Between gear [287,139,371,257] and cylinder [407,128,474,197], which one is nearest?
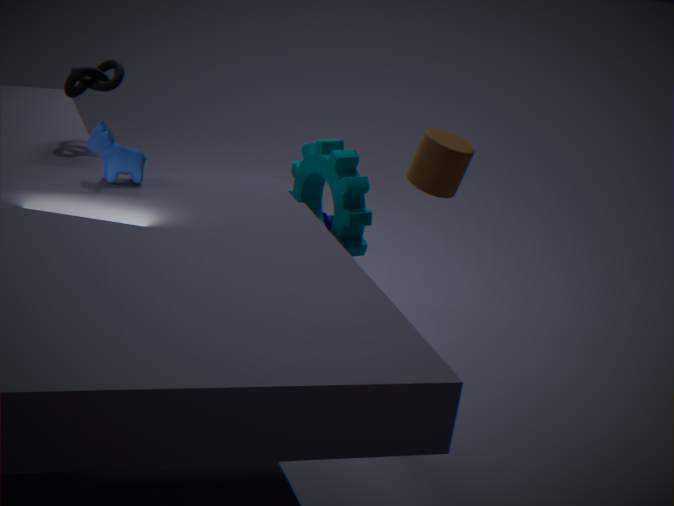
cylinder [407,128,474,197]
